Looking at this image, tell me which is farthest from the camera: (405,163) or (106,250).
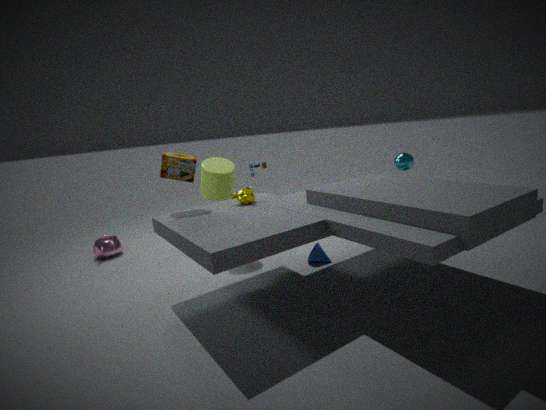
(106,250)
